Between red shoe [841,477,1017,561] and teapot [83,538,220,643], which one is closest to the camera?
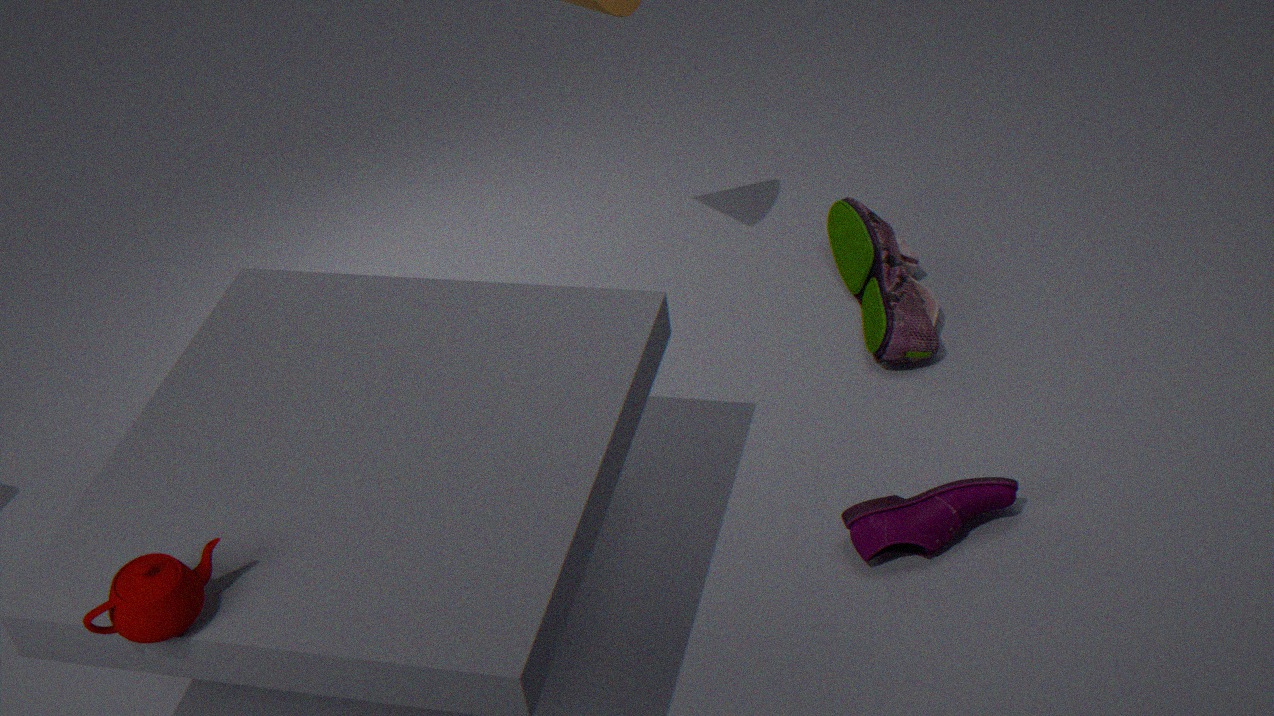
teapot [83,538,220,643]
